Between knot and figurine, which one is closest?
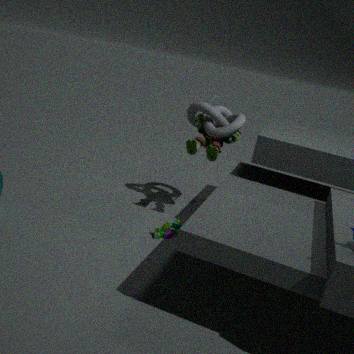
figurine
